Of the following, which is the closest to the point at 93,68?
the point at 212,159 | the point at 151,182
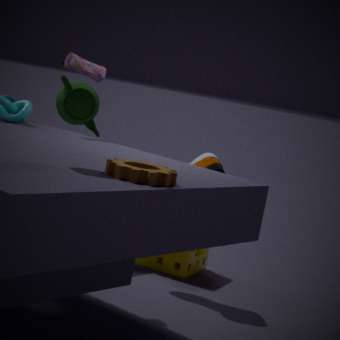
the point at 212,159
